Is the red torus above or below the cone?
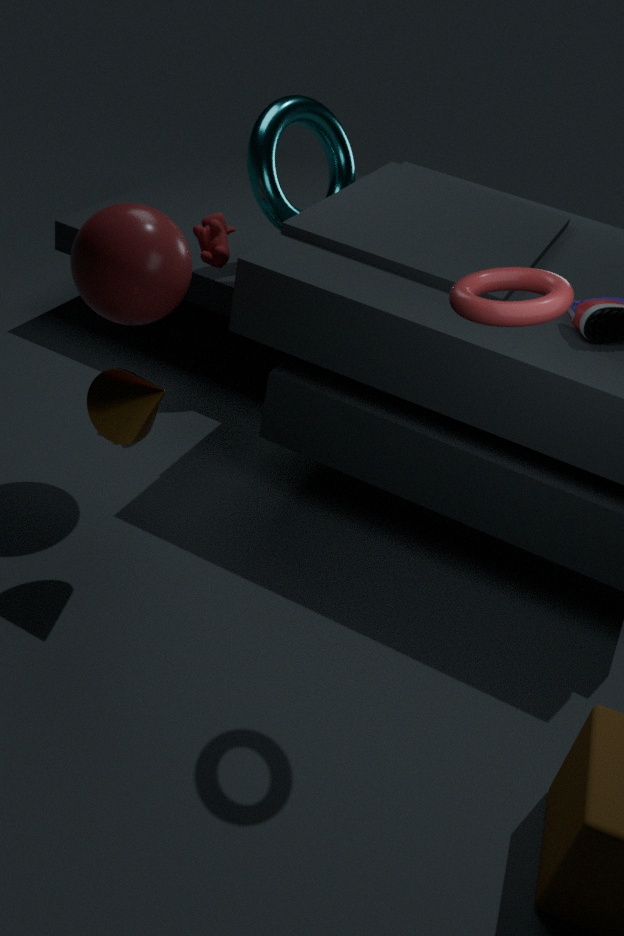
above
